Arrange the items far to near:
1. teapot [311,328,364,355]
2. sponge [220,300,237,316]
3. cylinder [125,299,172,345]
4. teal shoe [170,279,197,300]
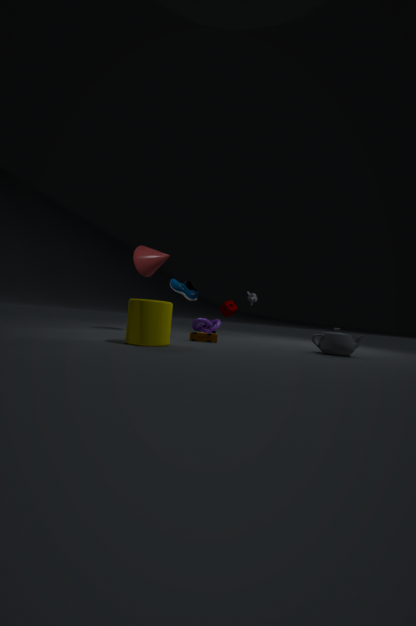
sponge [220,300,237,316], teal shoe [170,279,197,300], teapot [311,328,364,355], cylinder [125,299,172,345]
